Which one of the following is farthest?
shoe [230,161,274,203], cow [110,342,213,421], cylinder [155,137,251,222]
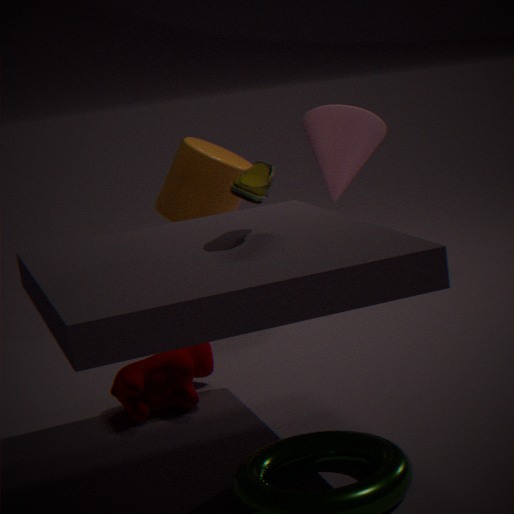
cylinder [155,137,251,222]
